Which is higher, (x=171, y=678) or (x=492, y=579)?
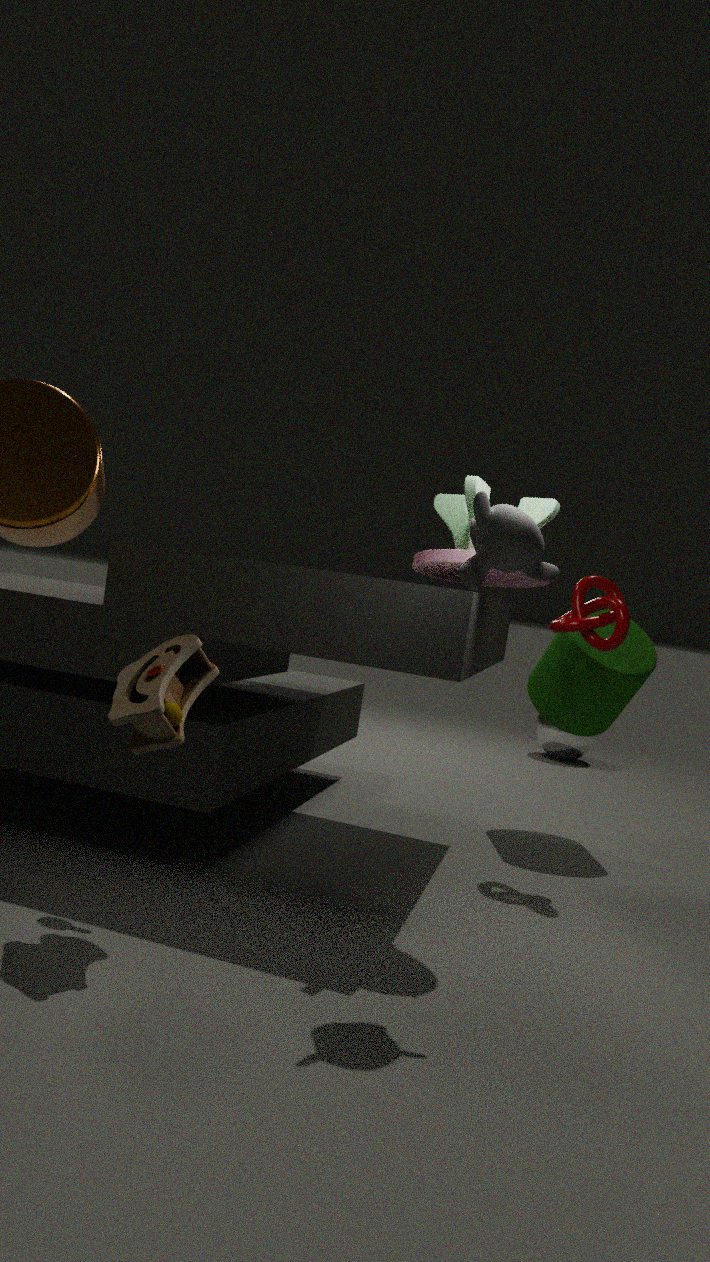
(x=492, y=579)
